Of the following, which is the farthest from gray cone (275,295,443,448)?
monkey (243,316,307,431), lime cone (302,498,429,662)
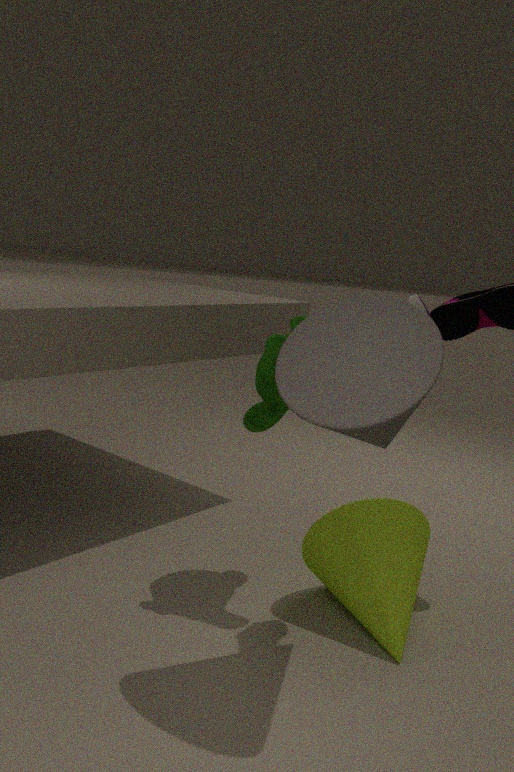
lime cone (302,498,429,662)
